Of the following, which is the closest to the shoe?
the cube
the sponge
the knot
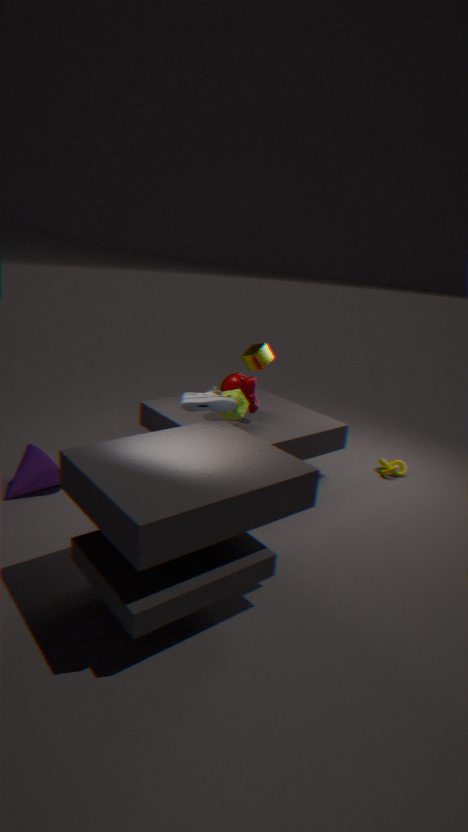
the sponge
